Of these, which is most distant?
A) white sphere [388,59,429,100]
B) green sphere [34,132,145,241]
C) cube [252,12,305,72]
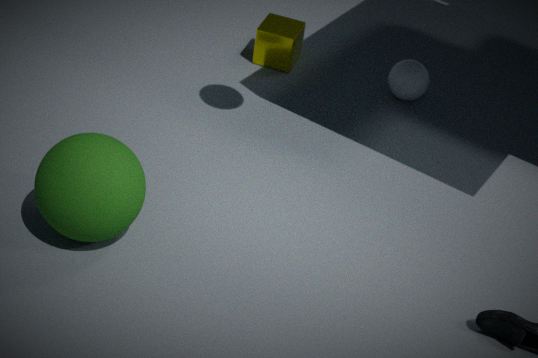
cube [252,12,305,72]
